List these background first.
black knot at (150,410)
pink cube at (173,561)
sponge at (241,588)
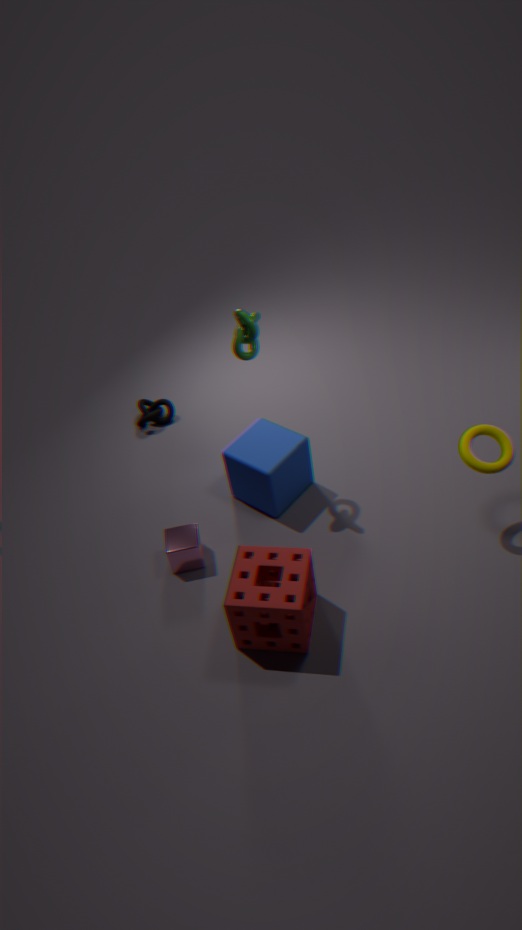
1. black knot at (150,410)
2. pink cube at (173,561)
3. sponge at (241,588)
